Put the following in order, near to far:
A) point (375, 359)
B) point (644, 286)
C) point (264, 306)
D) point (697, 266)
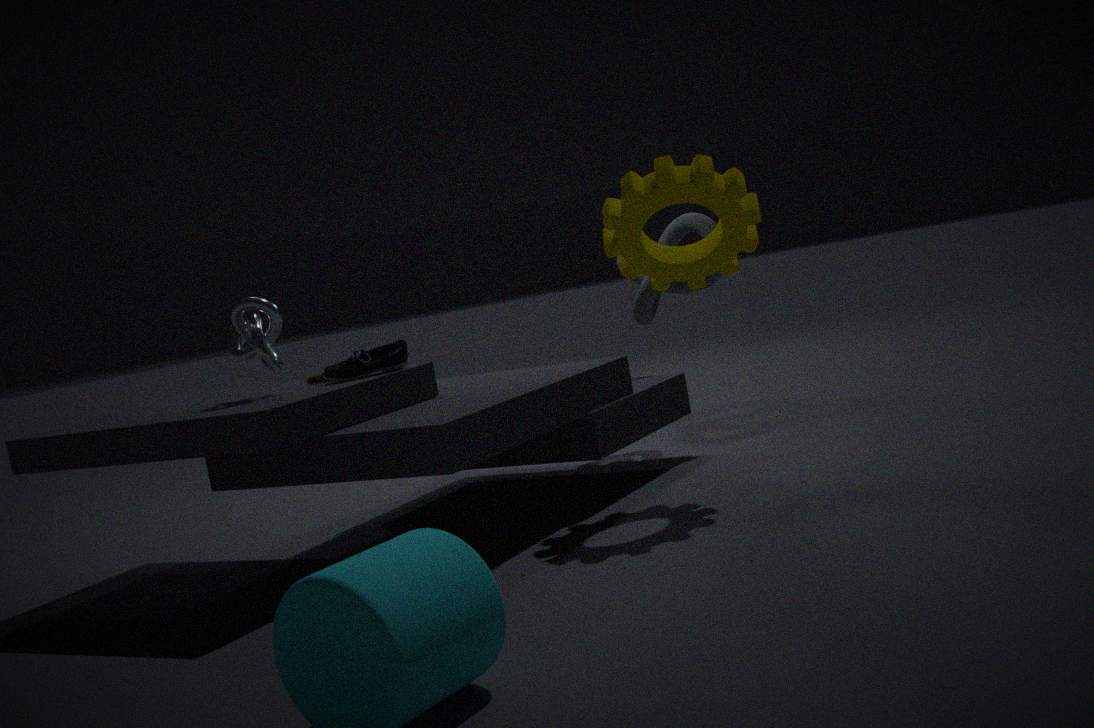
point (264, 306), point (375, 359), point (697, 266), point (644, 286)
